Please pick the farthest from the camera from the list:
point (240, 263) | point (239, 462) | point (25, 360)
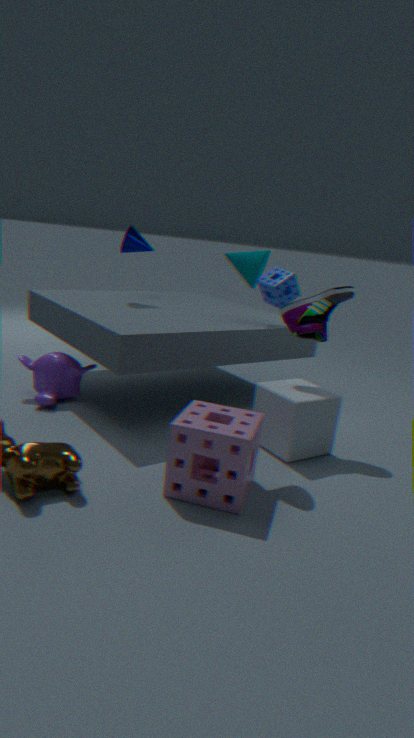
point (25, 360)
